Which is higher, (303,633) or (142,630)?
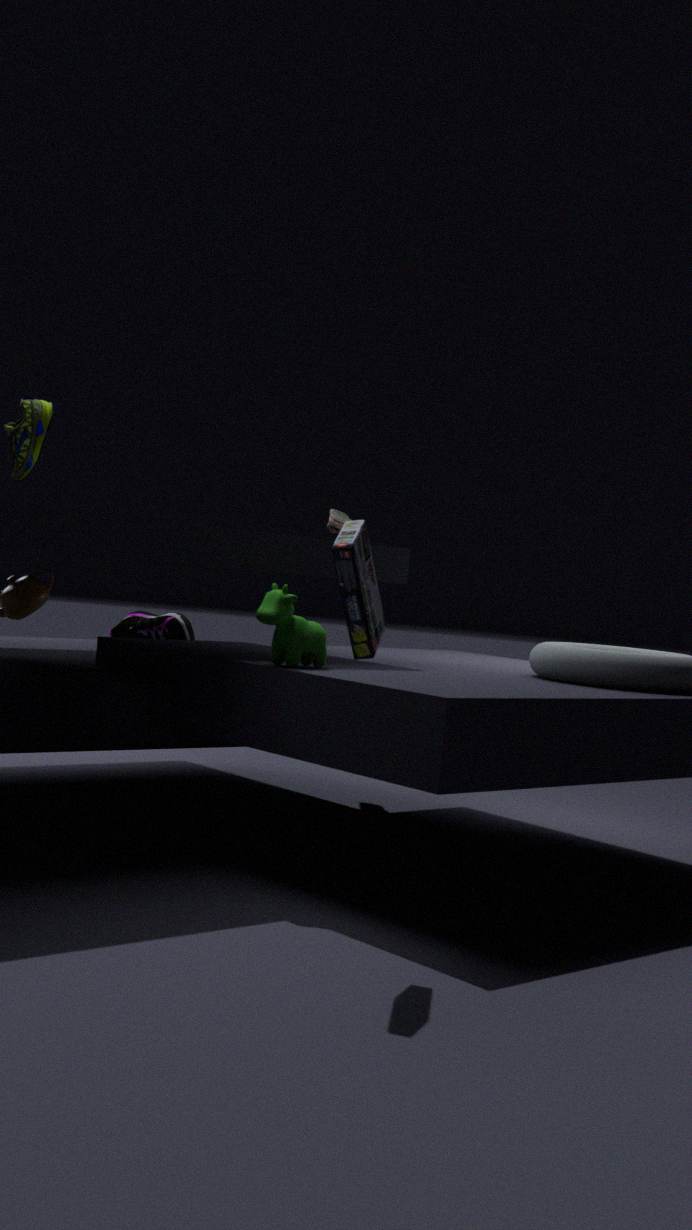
(303,633)
